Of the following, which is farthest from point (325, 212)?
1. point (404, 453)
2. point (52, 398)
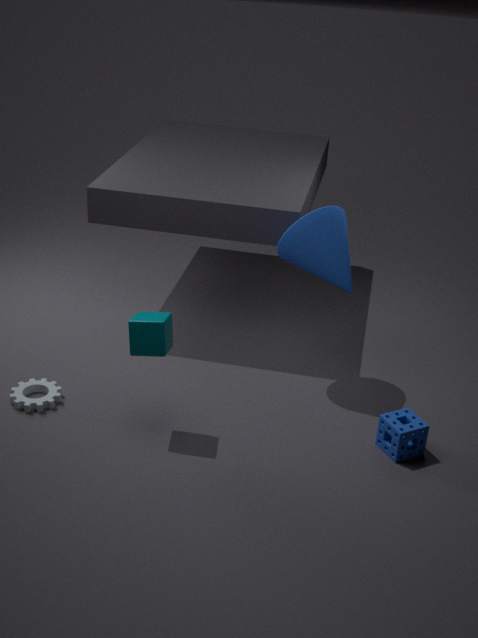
point (52, 398)
